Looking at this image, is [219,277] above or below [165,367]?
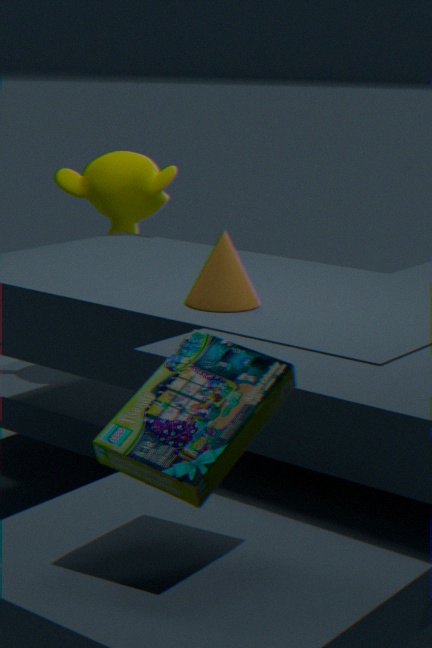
above
